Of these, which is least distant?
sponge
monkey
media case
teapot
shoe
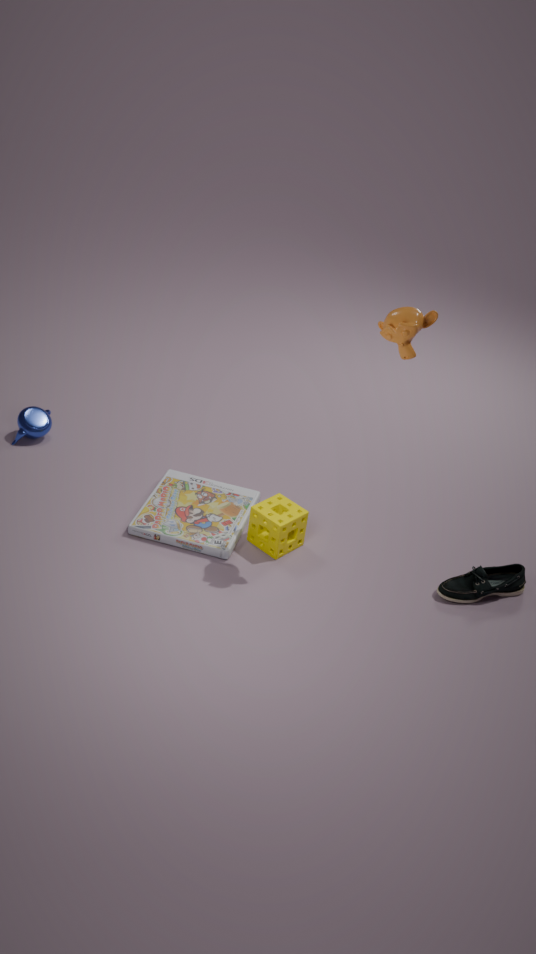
monkey
